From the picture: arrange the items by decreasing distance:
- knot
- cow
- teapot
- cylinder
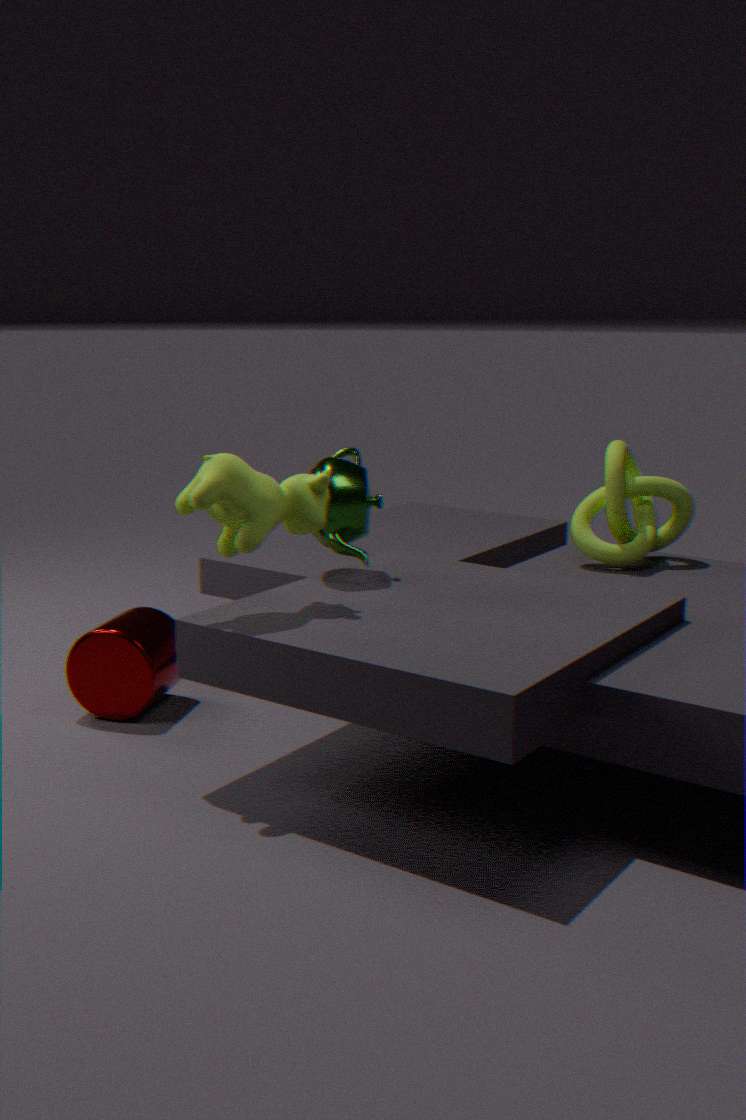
knot, cylinder, teapot, cow
